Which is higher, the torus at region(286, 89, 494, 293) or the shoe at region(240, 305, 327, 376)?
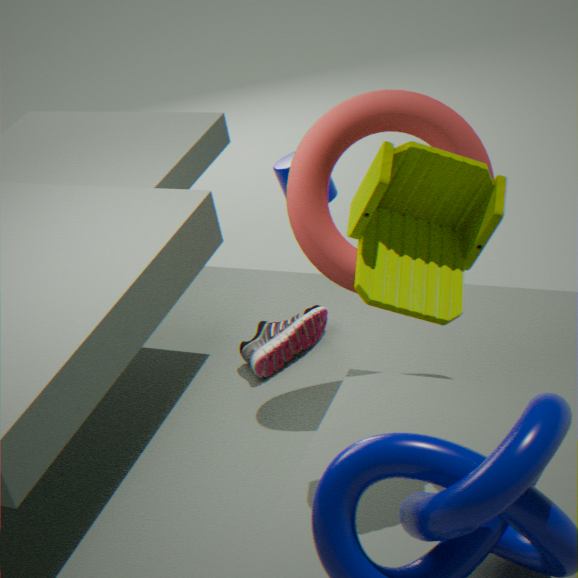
the torus at region(286, 89, 494, 293)
